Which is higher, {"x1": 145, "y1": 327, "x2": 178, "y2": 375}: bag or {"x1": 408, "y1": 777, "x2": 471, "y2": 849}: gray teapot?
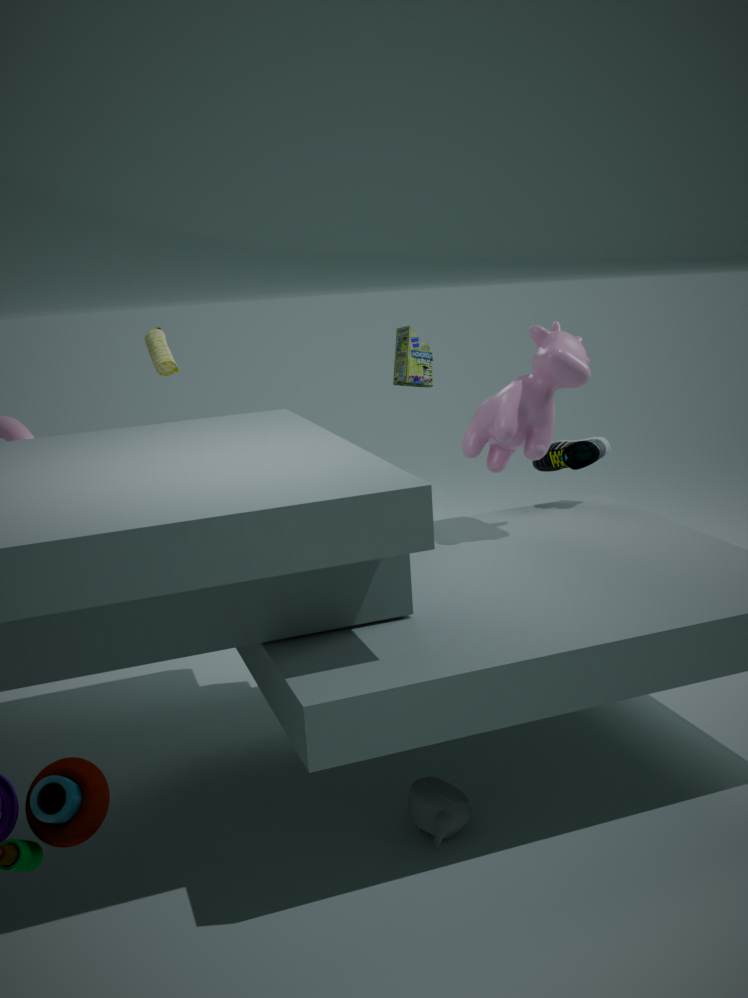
{"x1": 145, "y1": 327, "x2": 178, "y2": 375}: bag
